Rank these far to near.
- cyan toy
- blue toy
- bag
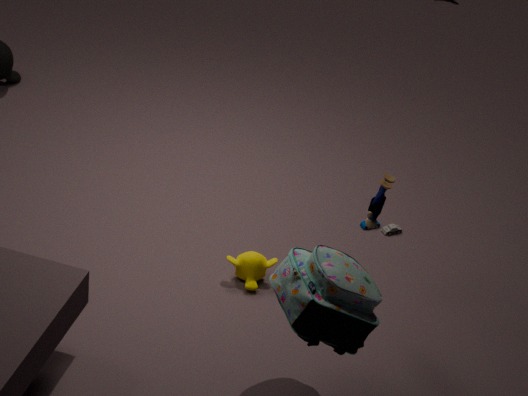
cyan toy → blue toy → bag
